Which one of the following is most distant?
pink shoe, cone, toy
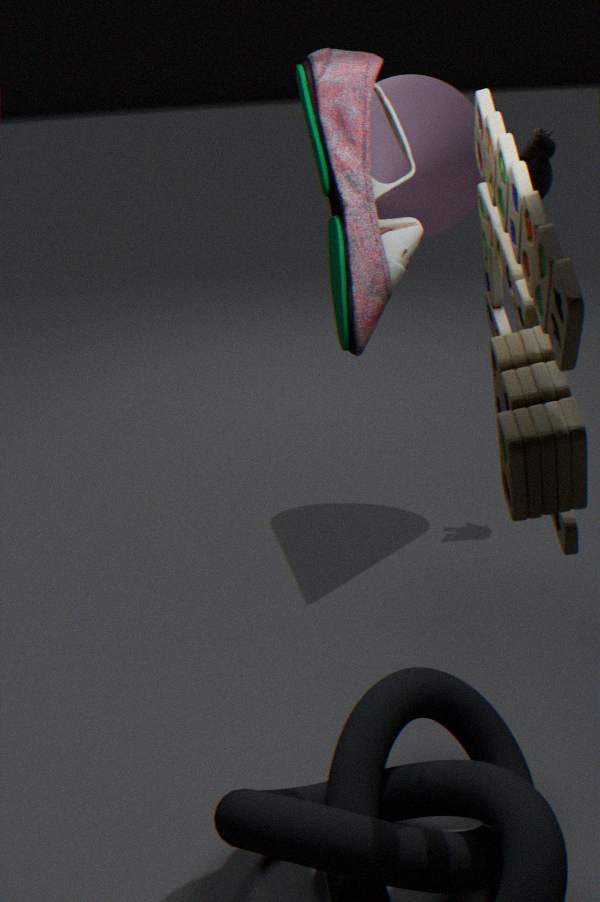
cone
